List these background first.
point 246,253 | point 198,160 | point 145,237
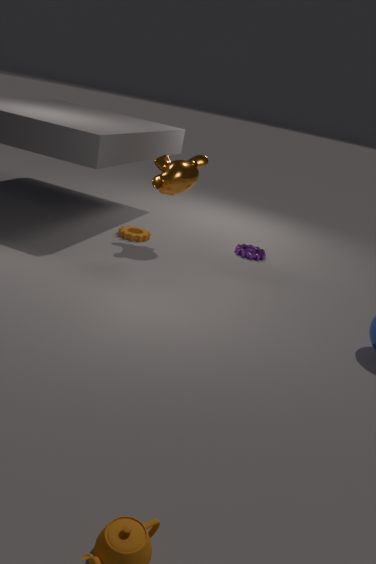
point 246,253
point 145,237
point 198,160
